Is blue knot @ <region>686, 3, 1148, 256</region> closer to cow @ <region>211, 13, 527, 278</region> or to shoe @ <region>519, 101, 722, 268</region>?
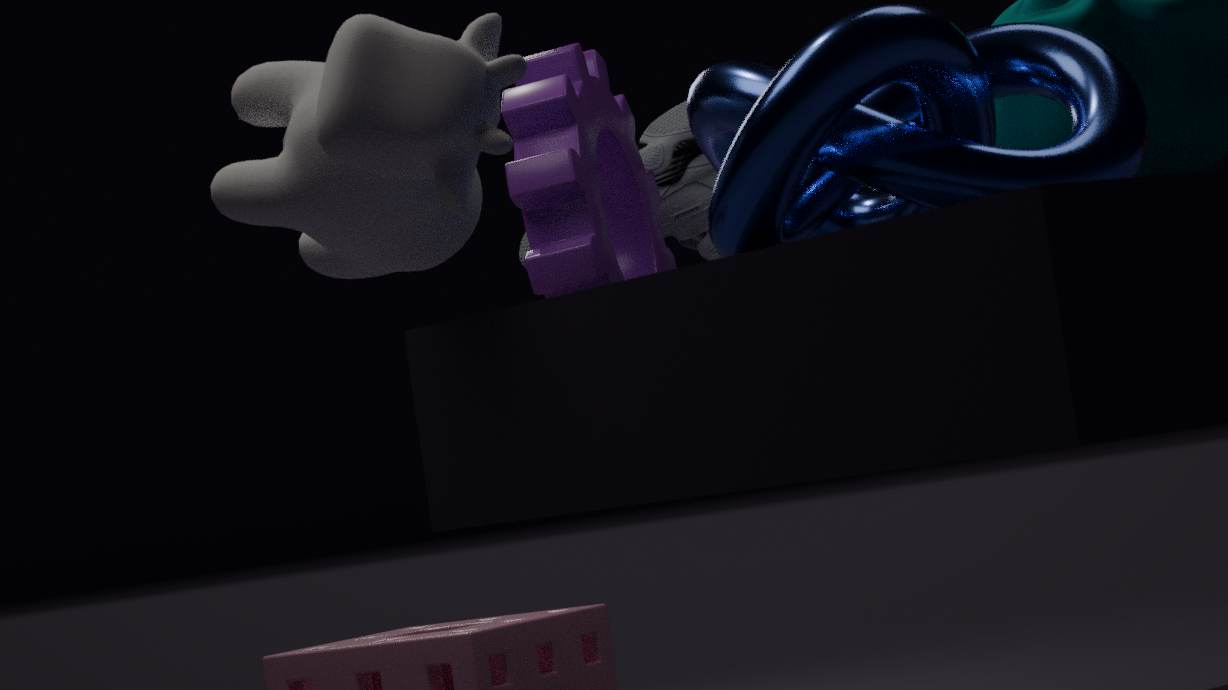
cow @ <region>211, 13, 527, 278</region>
